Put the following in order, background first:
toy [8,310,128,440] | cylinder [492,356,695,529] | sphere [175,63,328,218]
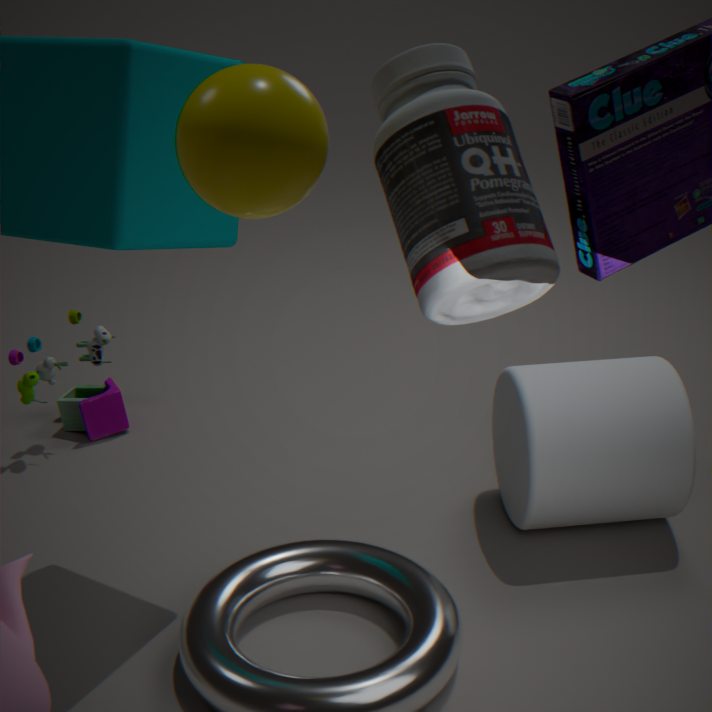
toy [8,310,128,440], cylinder [492,356,695,529], sphere [175,63,328,218]
